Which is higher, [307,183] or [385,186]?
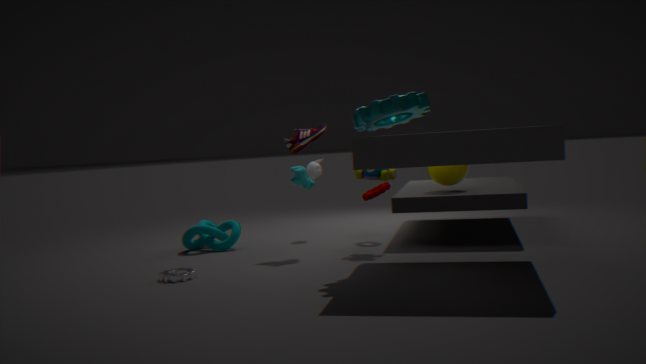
[307,183]
